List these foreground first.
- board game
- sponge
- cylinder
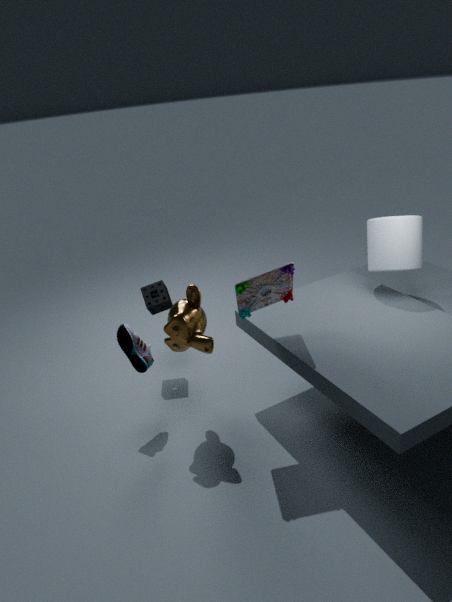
board game, cylinder, sponge
